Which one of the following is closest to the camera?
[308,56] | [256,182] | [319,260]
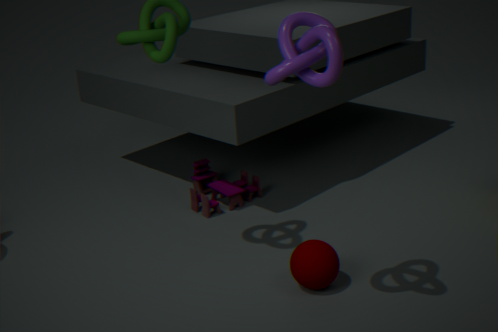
[308,56]
